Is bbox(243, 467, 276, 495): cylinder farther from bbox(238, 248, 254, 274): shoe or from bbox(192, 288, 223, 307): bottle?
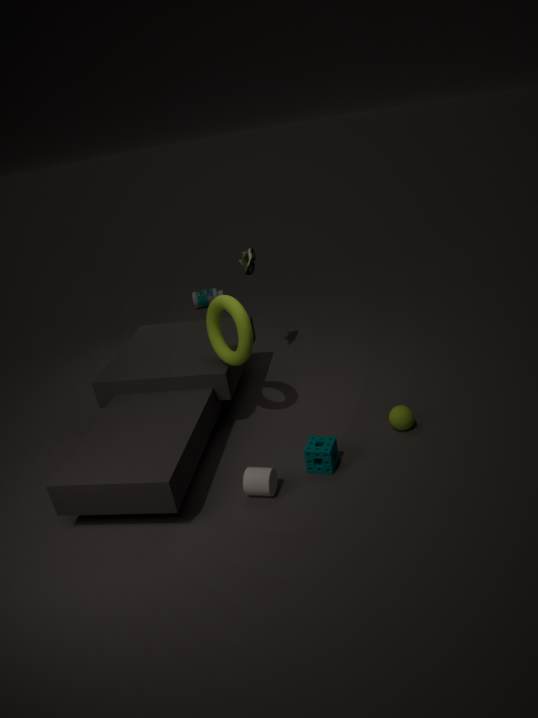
bbox(192, 288, 223, 307): bottle
